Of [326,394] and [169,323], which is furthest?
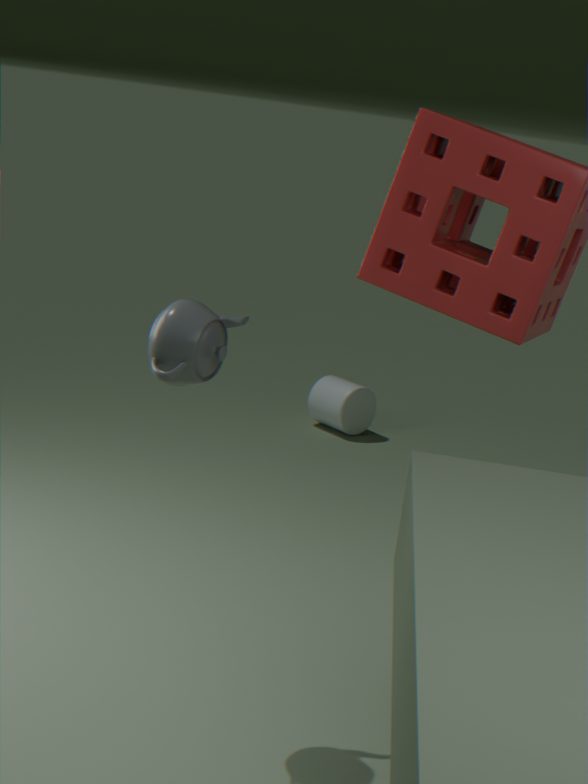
[326,394]
